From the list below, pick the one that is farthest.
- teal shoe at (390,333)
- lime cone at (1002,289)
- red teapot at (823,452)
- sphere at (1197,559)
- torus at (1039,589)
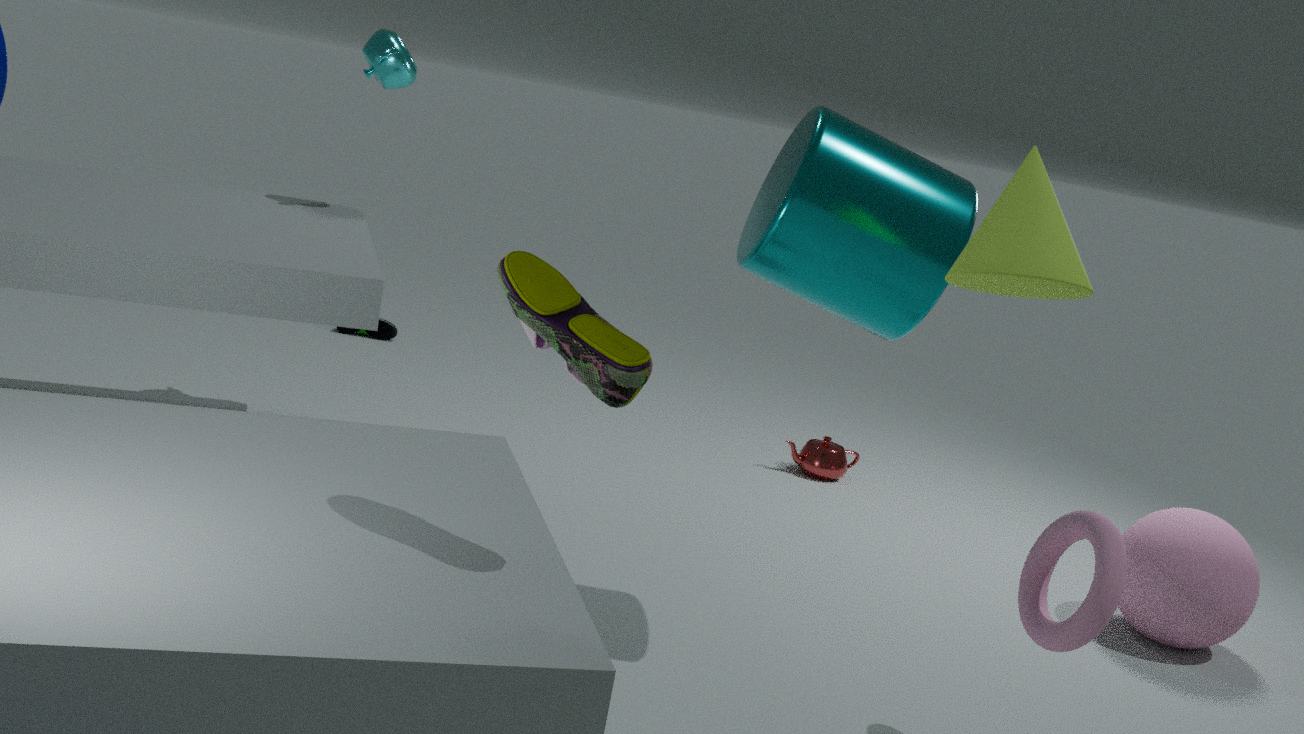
teal shoe at (390,333)
